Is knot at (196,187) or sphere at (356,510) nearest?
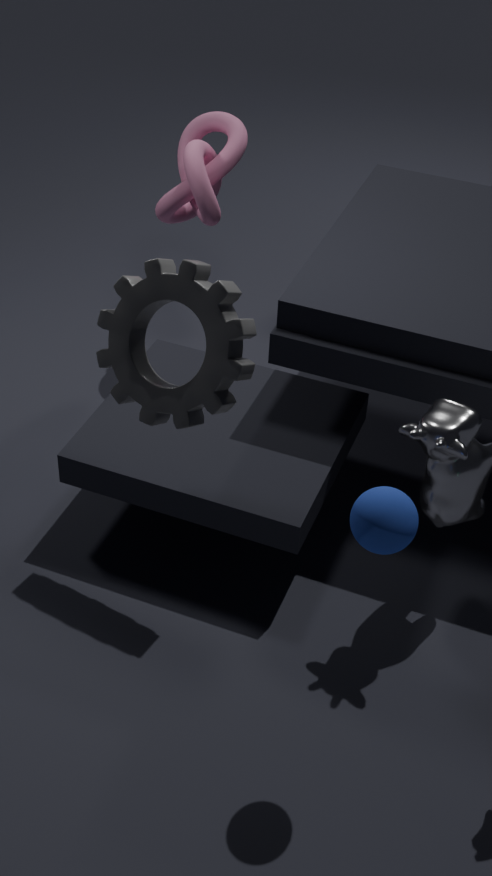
sphere at (356,510)
